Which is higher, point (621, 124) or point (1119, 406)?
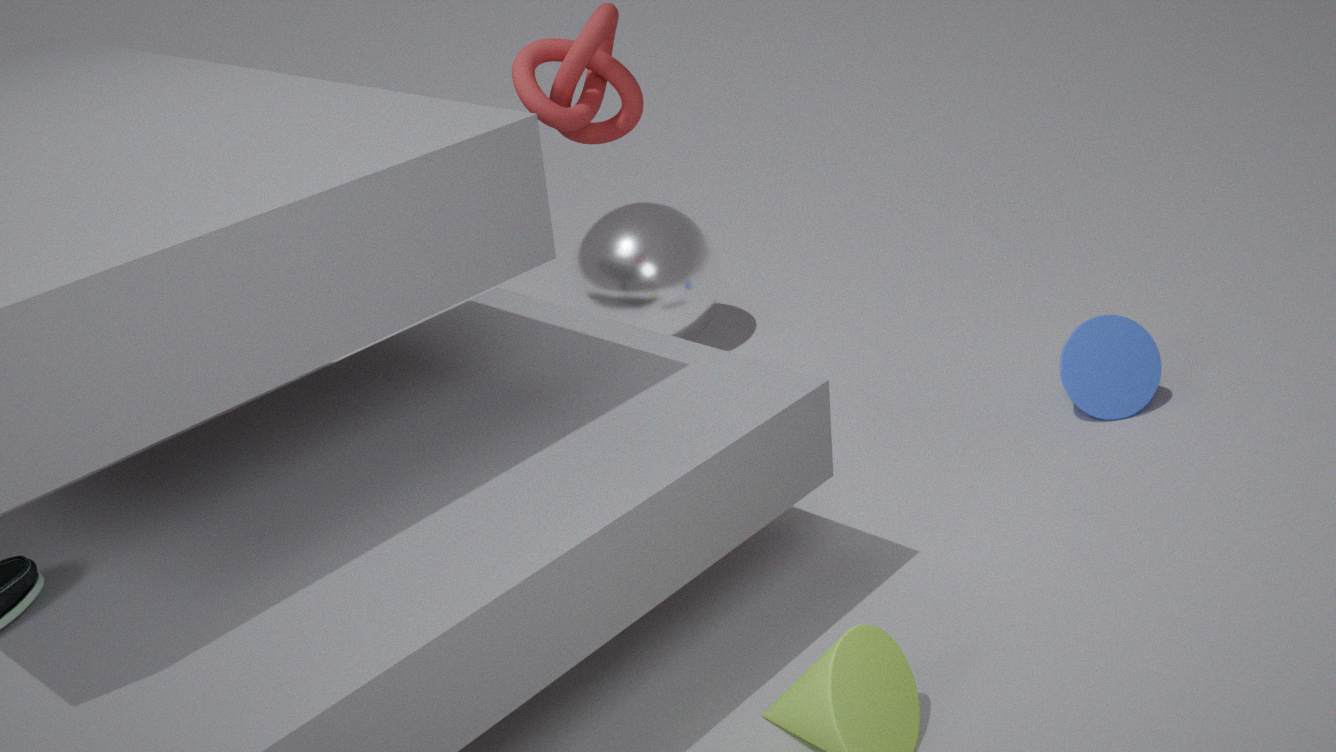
point (621, 124)
